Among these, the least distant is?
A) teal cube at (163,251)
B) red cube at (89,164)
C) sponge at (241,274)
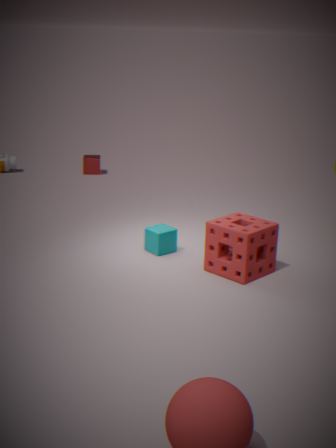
sponge at (241,274)
